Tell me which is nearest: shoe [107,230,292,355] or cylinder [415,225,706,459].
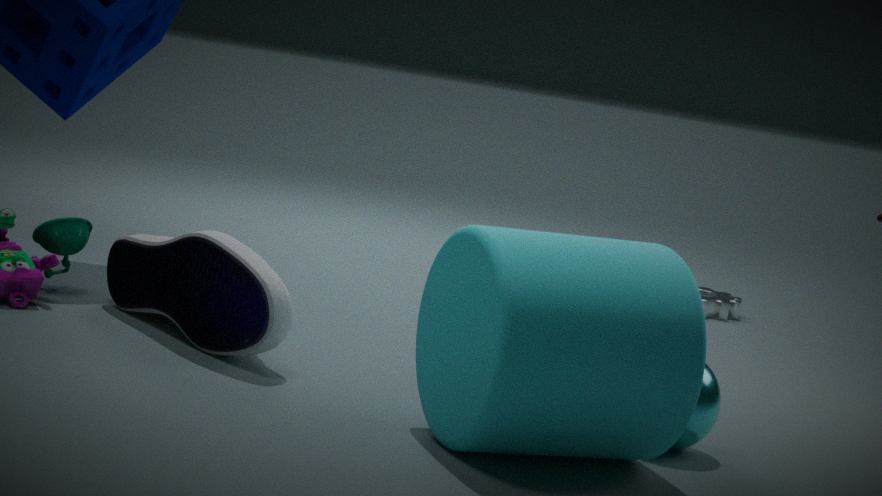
cylinder [415,225,706,459]
